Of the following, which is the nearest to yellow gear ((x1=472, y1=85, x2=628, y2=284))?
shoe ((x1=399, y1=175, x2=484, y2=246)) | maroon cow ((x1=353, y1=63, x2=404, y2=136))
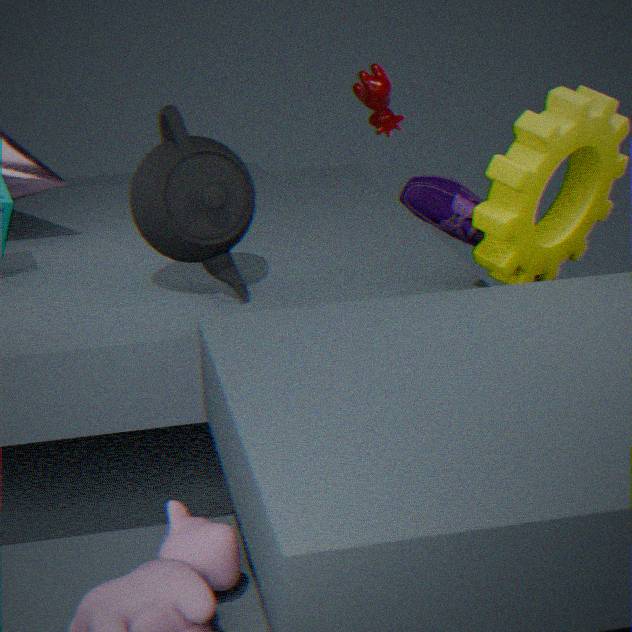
shoe ((x1=399, y1=175, x2=484, y2=246))
